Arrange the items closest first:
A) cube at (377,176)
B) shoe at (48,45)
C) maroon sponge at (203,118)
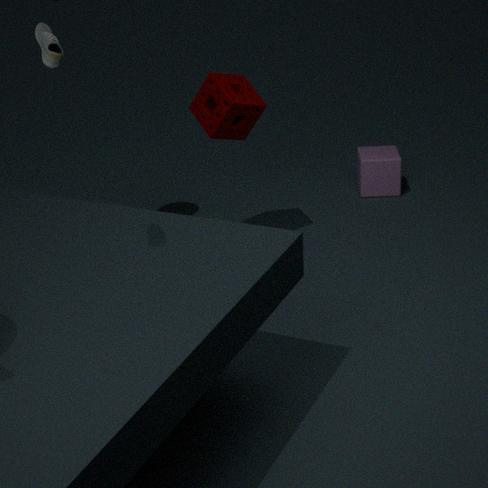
B. shoe at (48,45) < C. maroon sponge at (203,118) < A. cube at (377,176)
